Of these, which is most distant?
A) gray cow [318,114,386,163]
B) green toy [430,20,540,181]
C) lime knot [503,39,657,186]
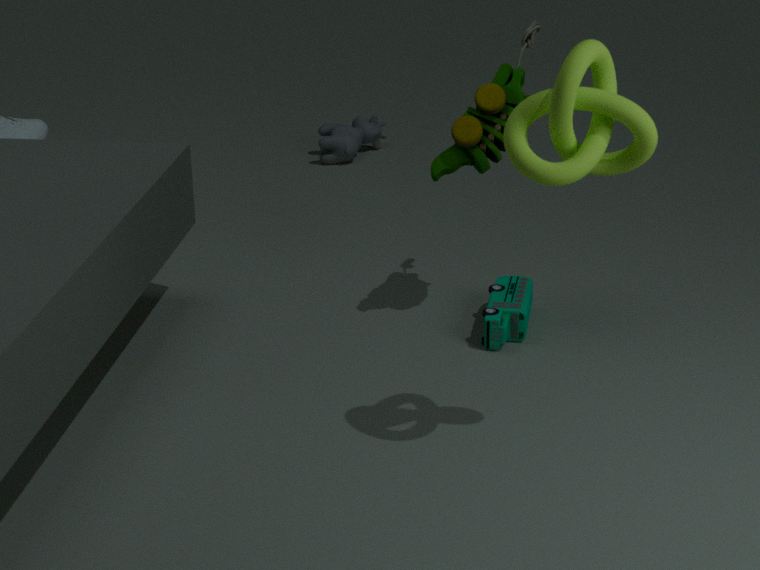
gray cow [318,114,386,163]
